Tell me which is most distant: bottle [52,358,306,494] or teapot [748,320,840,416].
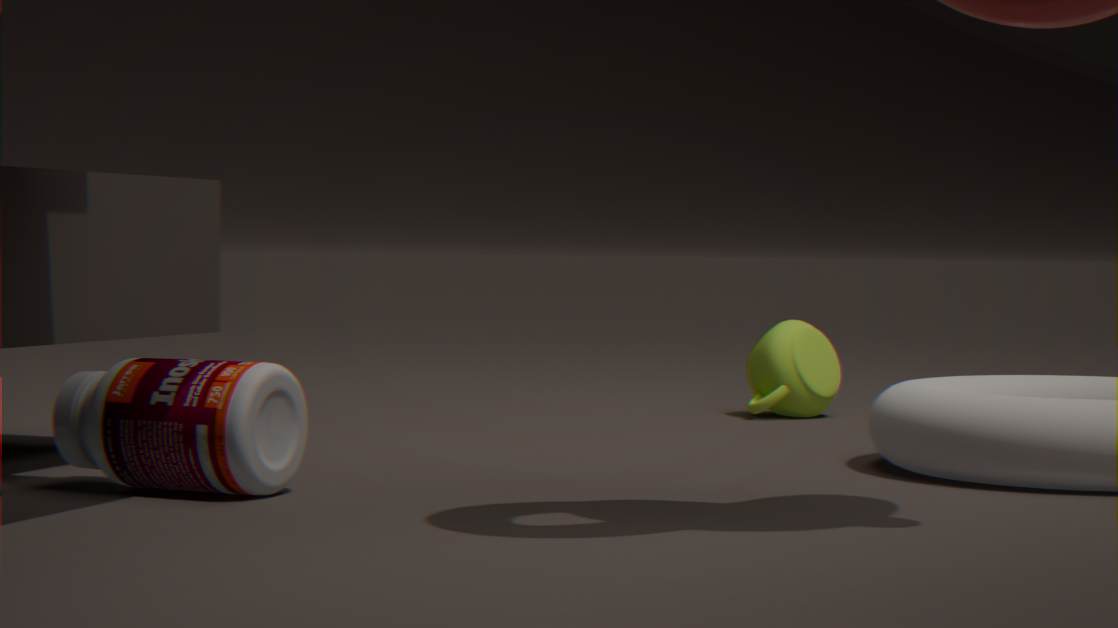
teapot [748,320,840,416]
